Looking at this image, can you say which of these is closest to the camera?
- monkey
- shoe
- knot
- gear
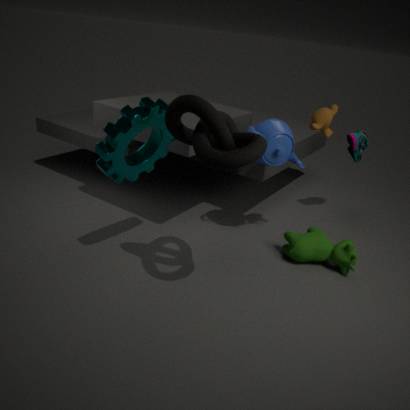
knot
